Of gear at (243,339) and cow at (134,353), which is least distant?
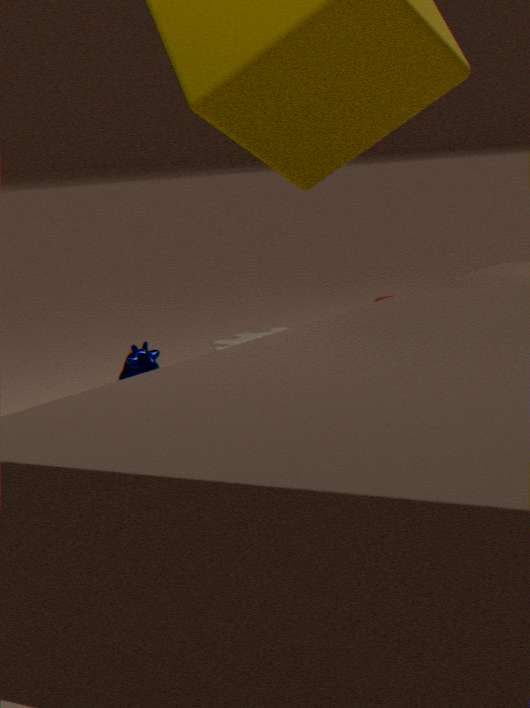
cow at (134,353)
